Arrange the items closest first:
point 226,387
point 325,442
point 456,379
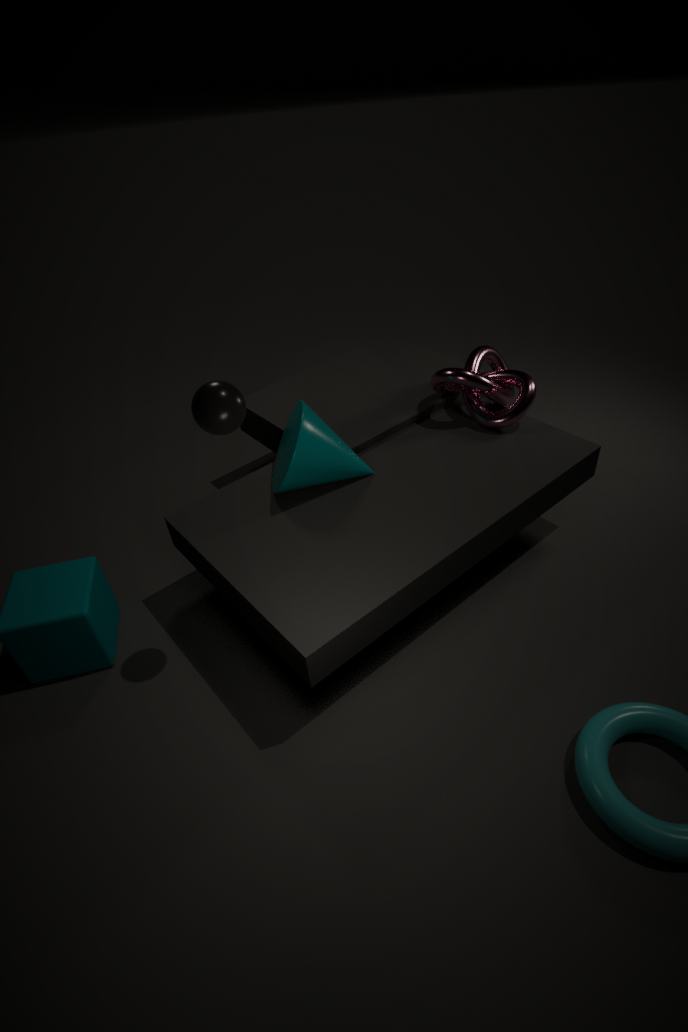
1. point 226,387
2. point 325,442
3. point 456,379
